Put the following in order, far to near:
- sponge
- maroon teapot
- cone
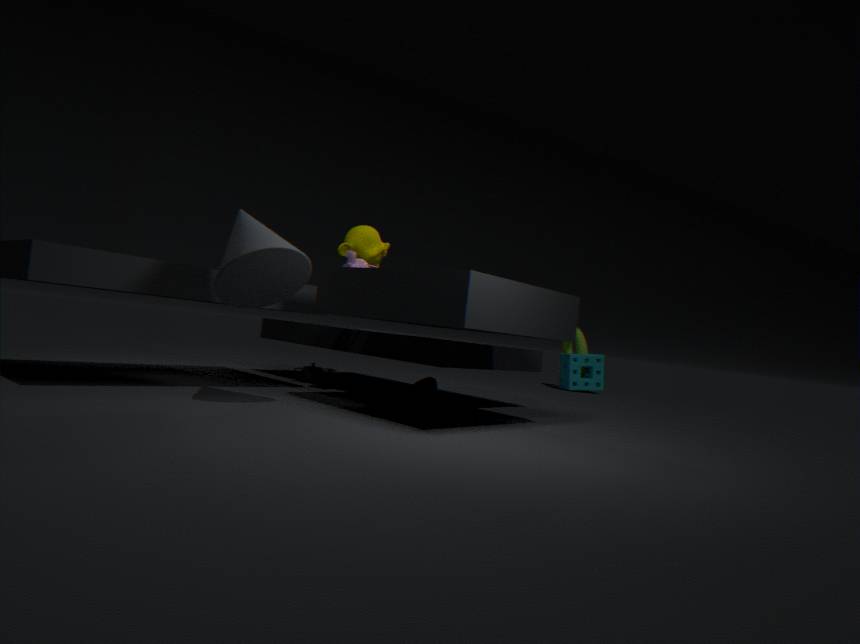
sponge, maroon teapot, cone
